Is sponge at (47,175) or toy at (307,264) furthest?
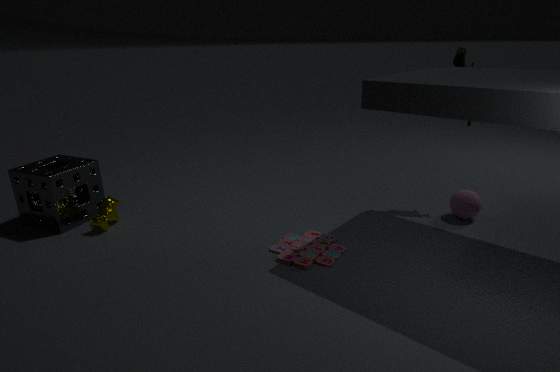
sponge at (47,175)
